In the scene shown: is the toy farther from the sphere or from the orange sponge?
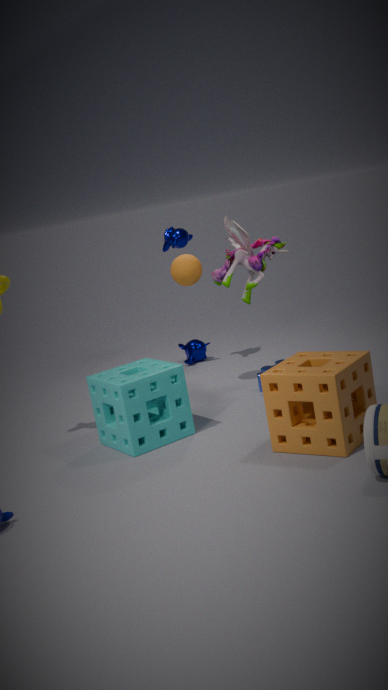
the orange sponge
